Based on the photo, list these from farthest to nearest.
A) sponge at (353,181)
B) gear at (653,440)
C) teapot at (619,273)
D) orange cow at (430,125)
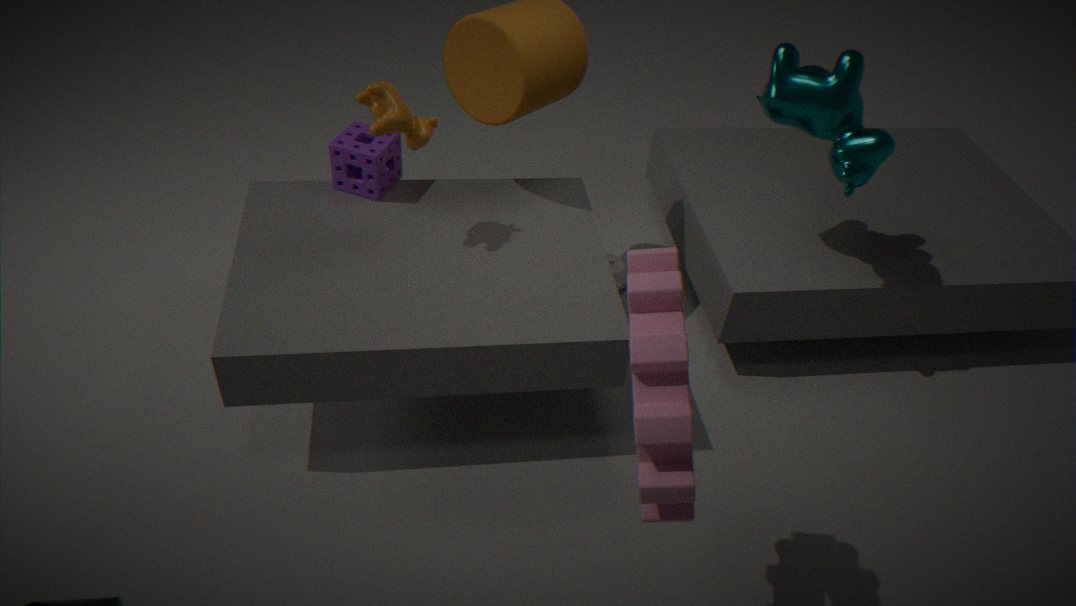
1. teapot at (619,273)
2. sponge at (353,181)
3. orange cow at (430,125)
4. gear at (653,440)
